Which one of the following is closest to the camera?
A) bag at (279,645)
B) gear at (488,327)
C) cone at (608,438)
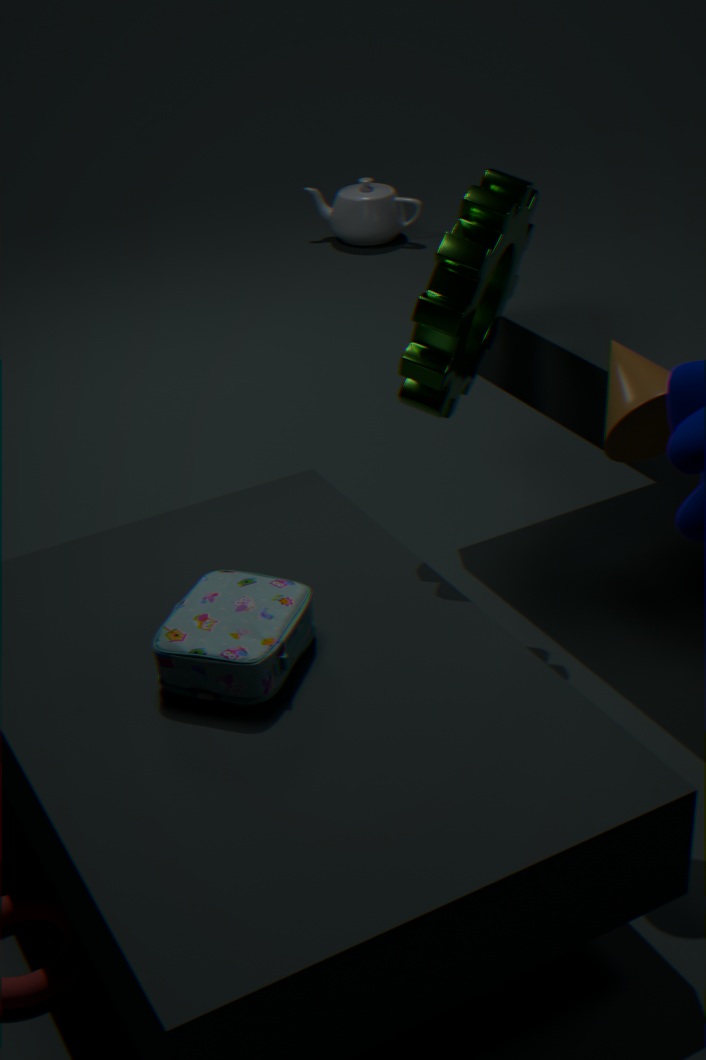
cone at (608,438)
